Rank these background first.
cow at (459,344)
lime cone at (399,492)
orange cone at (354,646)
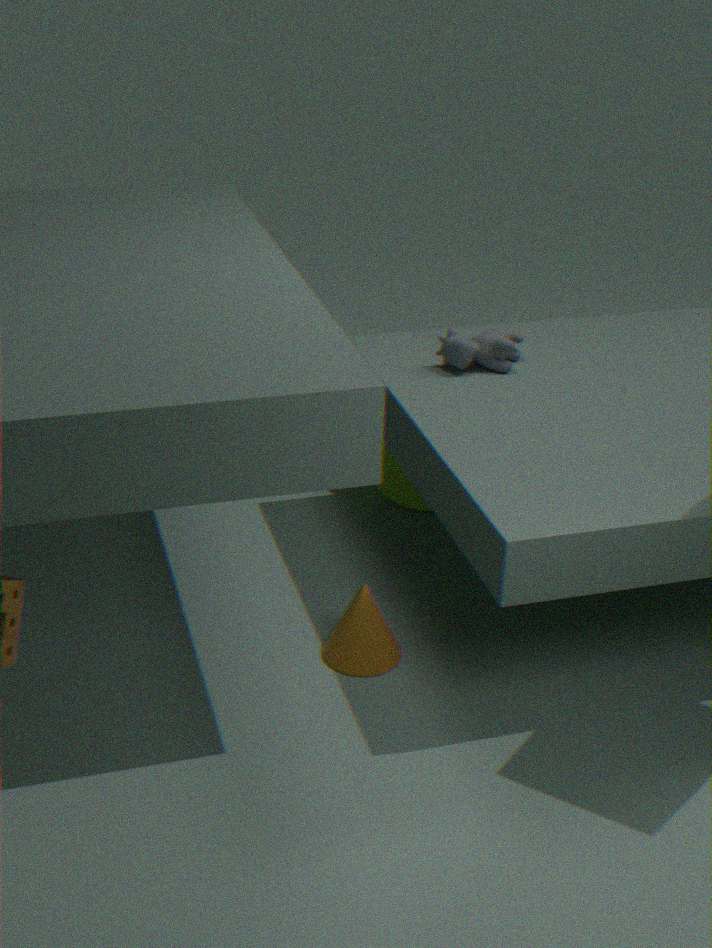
lime cone at (399,492)
cow at (459,344)
orange cone at (354,646)
